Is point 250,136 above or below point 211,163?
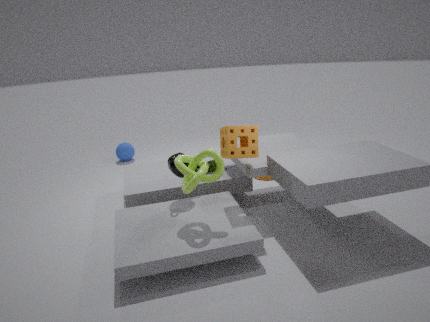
above
